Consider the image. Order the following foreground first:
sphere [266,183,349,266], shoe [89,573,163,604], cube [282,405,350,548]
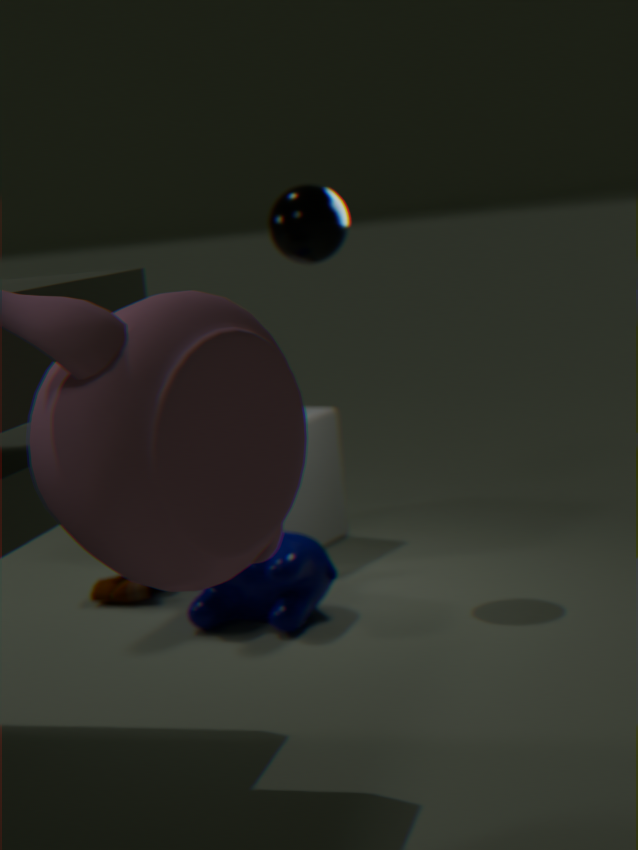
sphere [266,183,349,266]
shoe [89,573,163,604]
cube [282,405,350,548]
